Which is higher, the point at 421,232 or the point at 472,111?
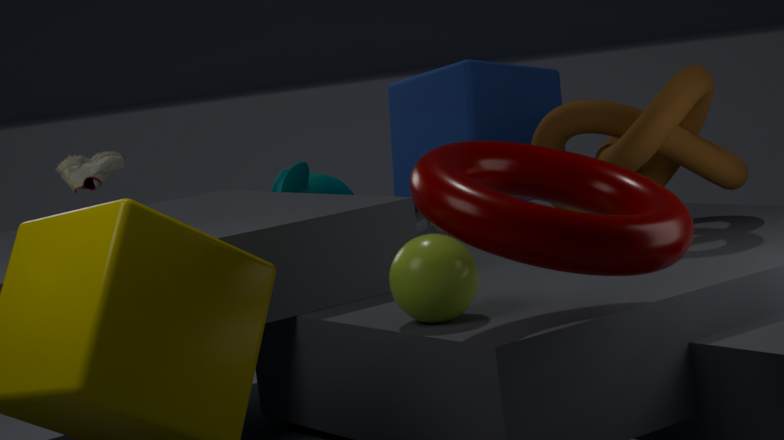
the point at 472,111
